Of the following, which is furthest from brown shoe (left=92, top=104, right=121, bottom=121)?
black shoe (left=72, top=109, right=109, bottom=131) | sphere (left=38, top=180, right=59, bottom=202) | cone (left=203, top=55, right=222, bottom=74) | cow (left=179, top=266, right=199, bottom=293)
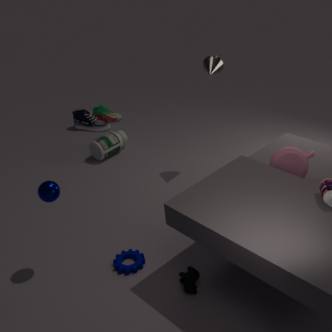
cow (left=179, top=266, right=199, bottom=293)
